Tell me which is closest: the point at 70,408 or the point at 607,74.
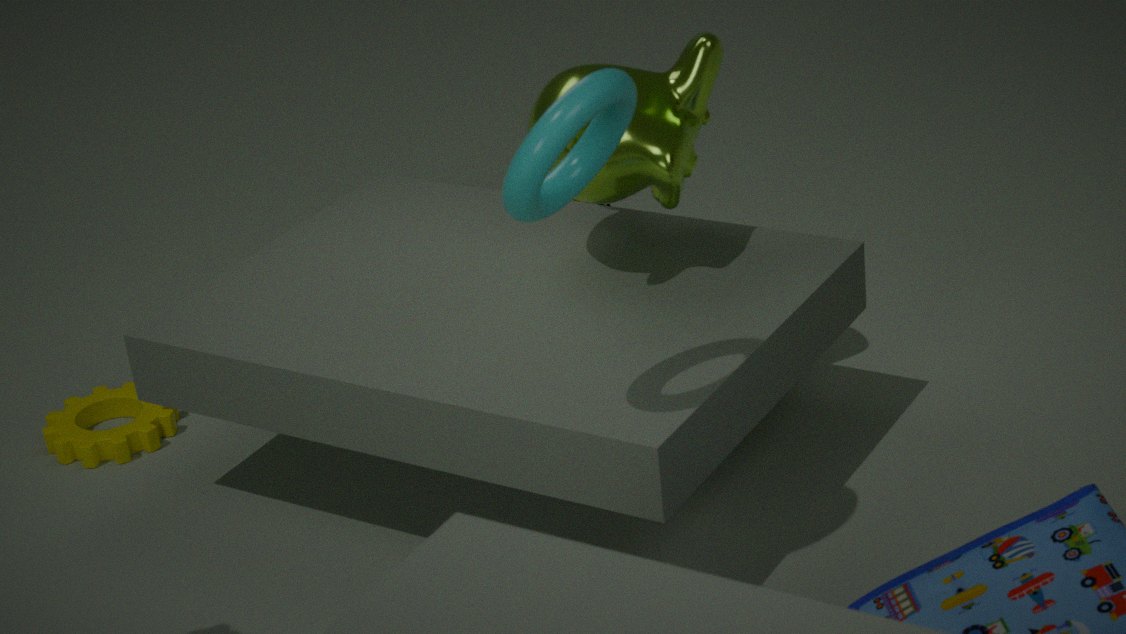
the point at 607,74
